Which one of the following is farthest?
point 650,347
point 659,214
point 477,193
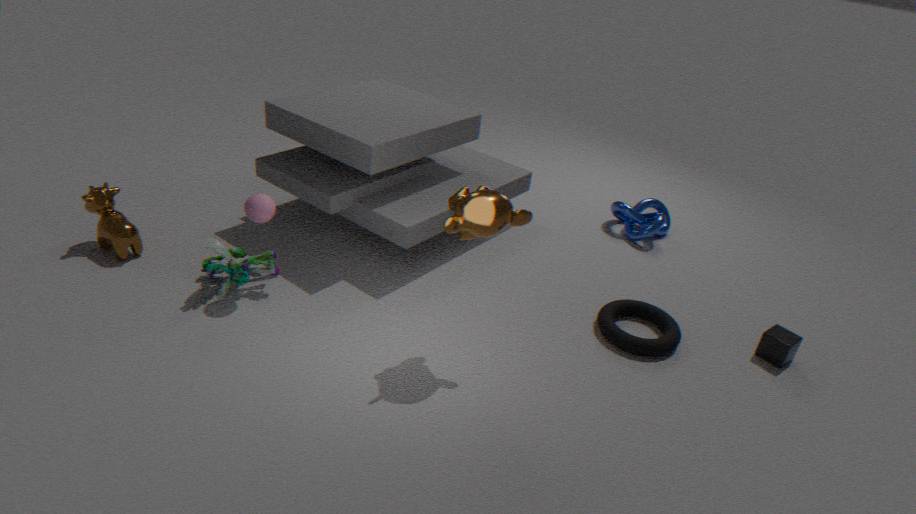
point 659,214
